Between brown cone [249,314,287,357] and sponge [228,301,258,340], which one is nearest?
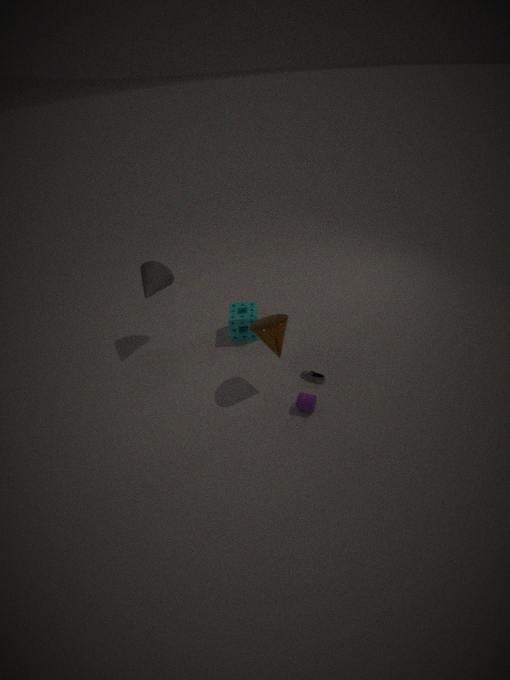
brown cone [249,314,287,357]
